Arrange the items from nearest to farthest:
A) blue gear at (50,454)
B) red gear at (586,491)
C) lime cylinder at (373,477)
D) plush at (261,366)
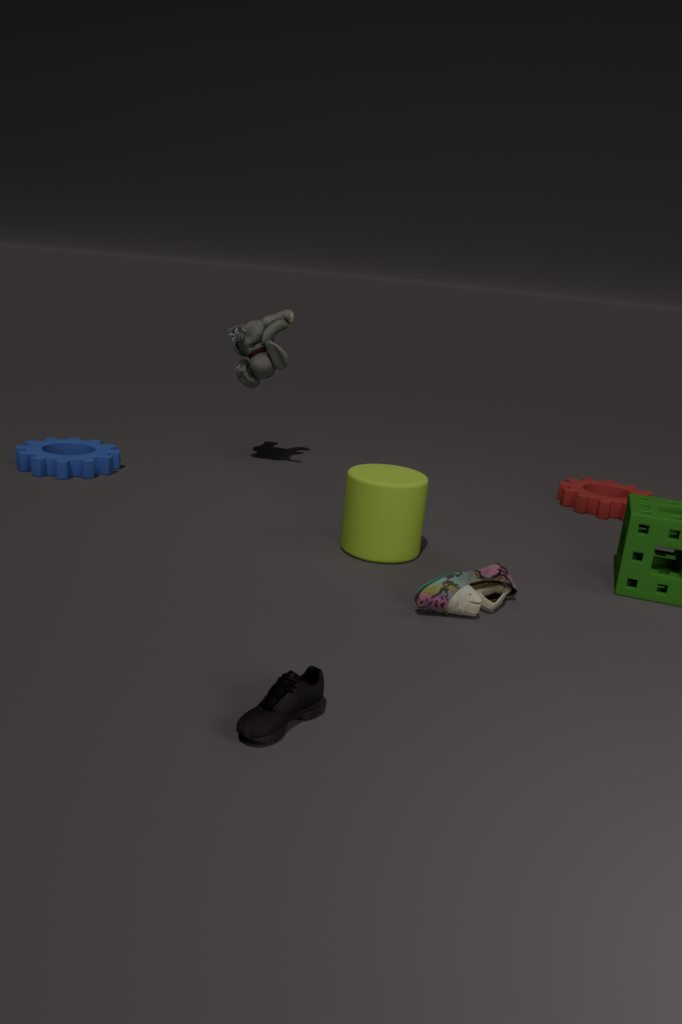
lime cylinder at (373,477), blue gear at (50,454), red gear at (586,491), plush at (261,366)
